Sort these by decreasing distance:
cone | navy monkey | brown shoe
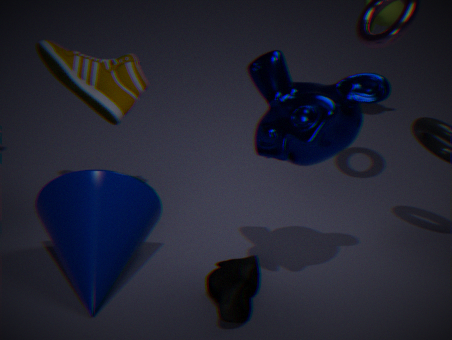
brown shoe
cone
navy monkey
